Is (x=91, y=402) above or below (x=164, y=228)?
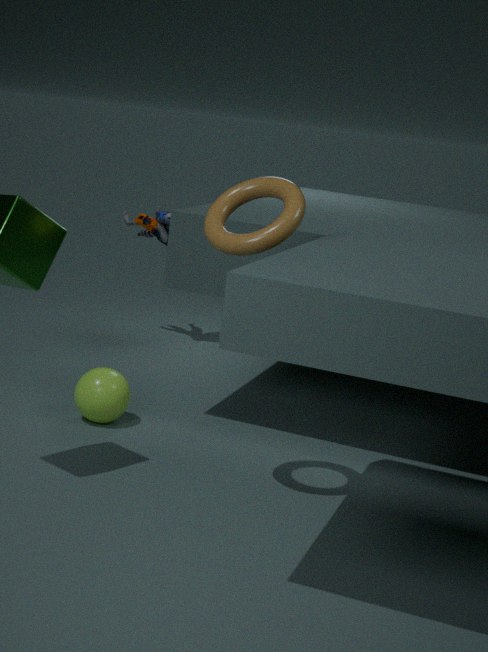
below
